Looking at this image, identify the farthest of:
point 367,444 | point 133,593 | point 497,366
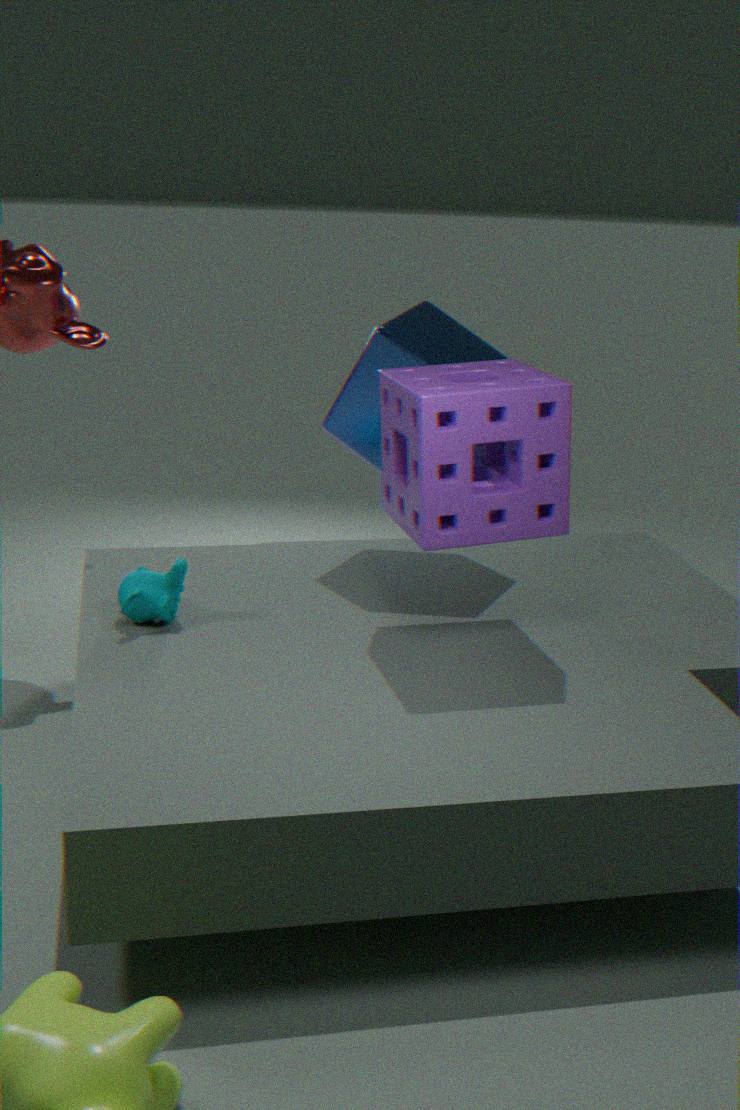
point 367,444
